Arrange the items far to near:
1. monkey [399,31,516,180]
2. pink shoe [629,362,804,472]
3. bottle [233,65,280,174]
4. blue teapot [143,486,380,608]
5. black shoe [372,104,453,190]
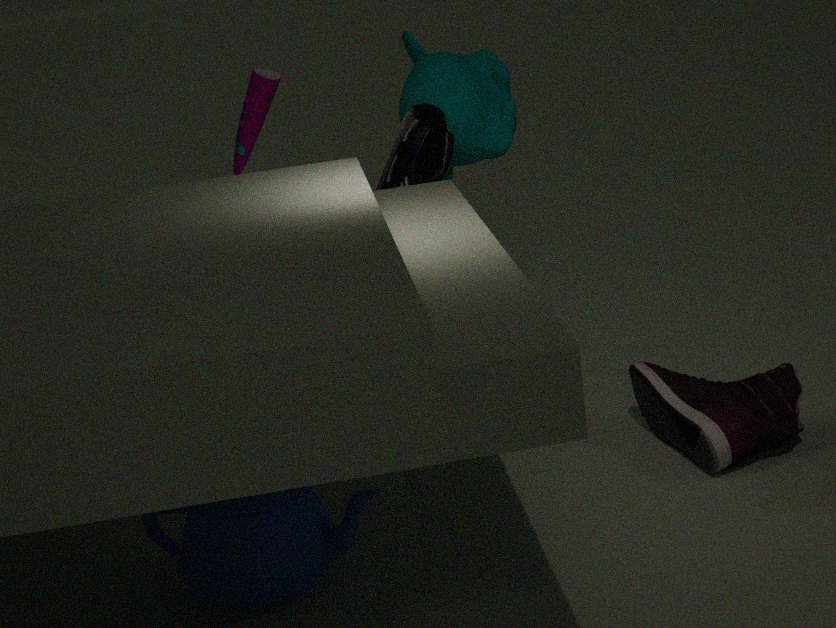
monkey [399,31,516,180]
black shoe [372,104,453,190]
bottle [233,65,280,174]
pink shoe [629,362,804,472]
blue teapot [143,486,380,608]
